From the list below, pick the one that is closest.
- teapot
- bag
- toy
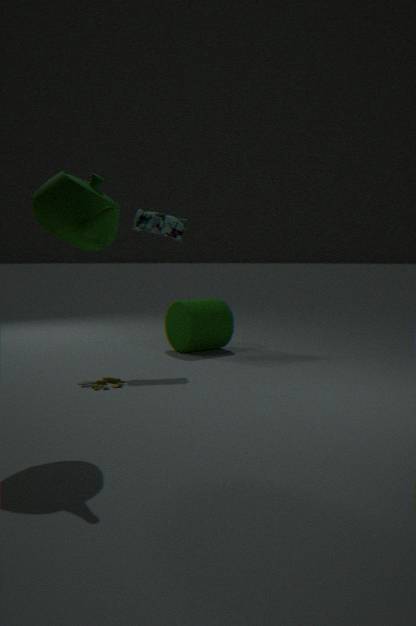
teapot
